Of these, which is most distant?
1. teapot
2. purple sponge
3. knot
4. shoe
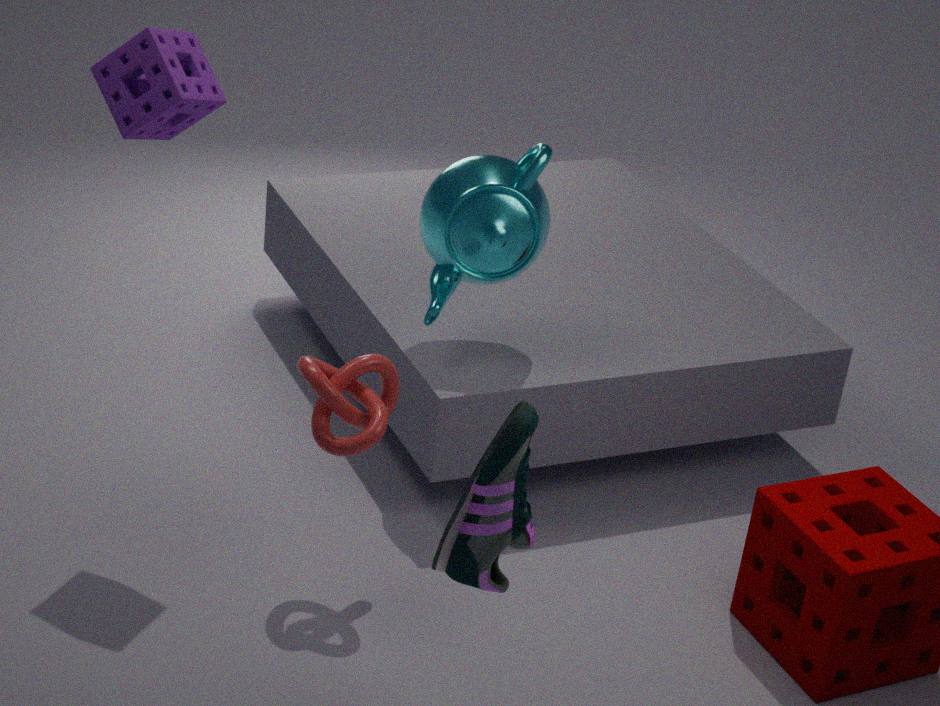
teapot
